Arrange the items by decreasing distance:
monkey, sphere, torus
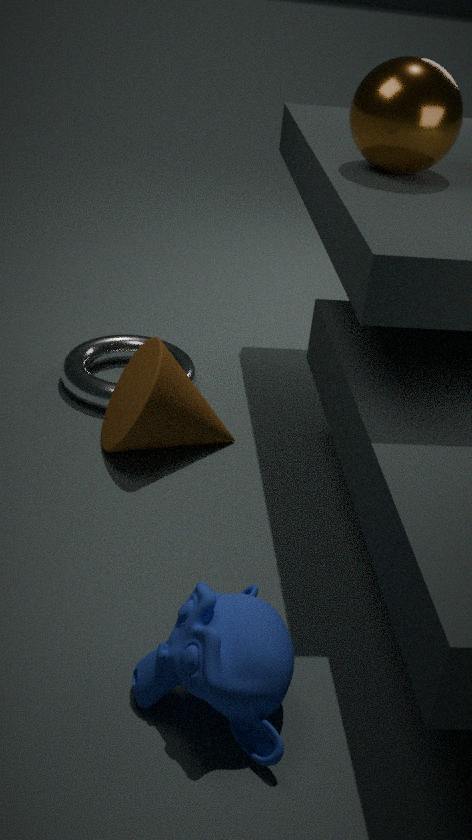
torus
sphere
monkey
